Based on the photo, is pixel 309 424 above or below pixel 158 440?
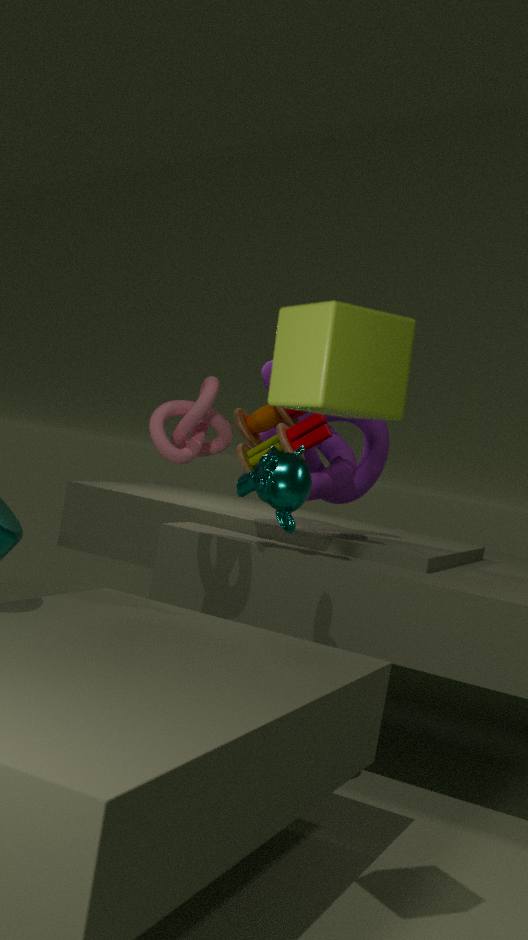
above
